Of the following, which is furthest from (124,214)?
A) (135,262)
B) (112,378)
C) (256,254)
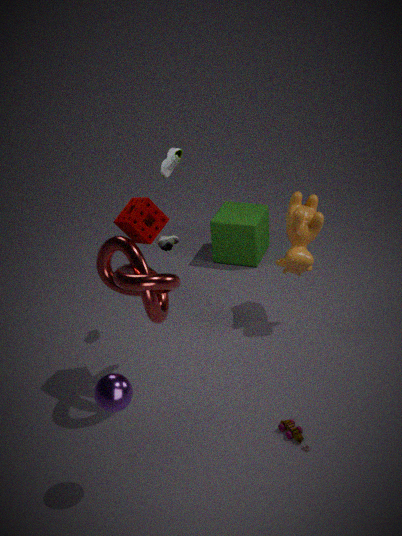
(256,254)
